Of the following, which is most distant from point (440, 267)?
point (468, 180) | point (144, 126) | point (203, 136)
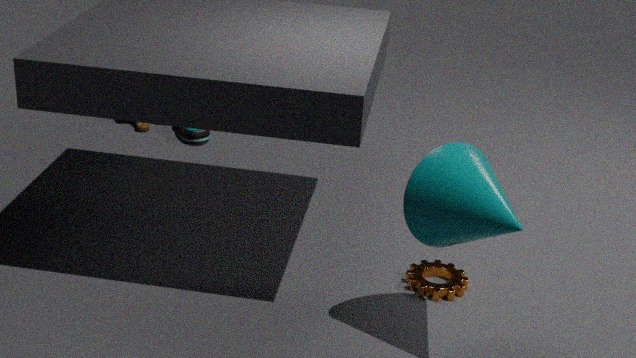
point (144, 126)
